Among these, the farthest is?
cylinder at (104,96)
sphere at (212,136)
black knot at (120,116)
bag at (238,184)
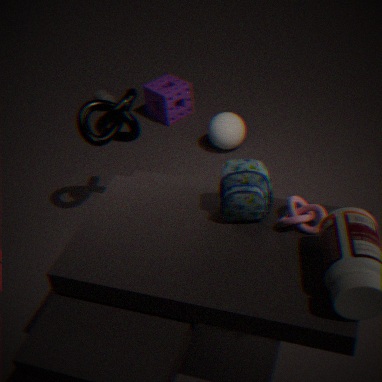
cylinder at (104,96)
